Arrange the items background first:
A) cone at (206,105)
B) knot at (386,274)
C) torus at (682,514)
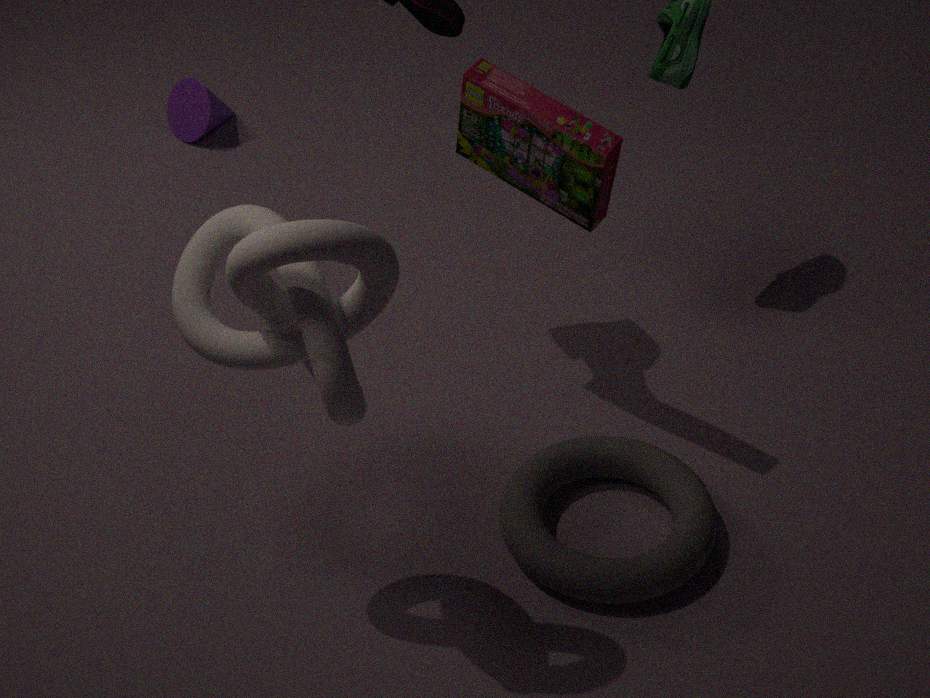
cone at (206,105) → torus at (682,514) → knot at (386,274)
